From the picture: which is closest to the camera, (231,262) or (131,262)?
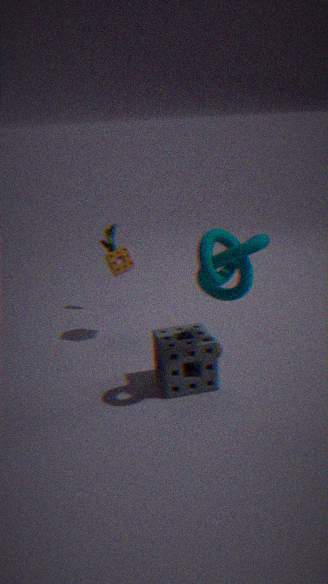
(231,262)
